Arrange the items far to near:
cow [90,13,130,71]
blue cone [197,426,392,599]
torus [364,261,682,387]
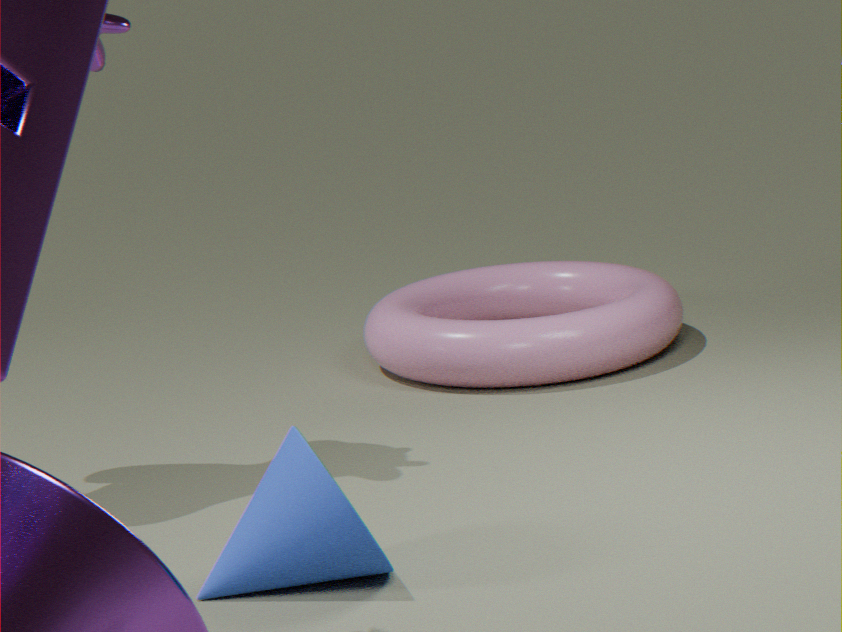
torus [364,261,682,387]
cow [90,13,130,71]
blue cone [197,426,392,599]
